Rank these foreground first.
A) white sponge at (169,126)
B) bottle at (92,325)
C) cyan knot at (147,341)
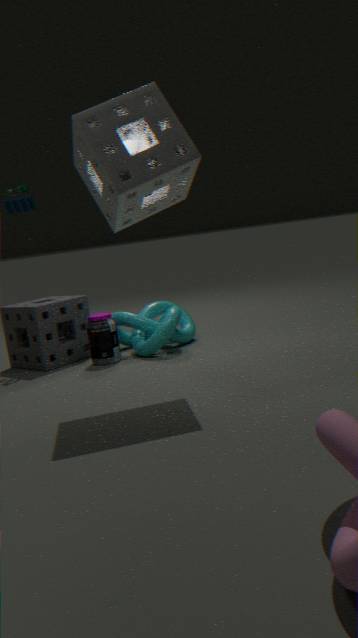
A. white sponge at (169,126) → B. bottle at (92,325) → C. cyan knot at (147,341)
